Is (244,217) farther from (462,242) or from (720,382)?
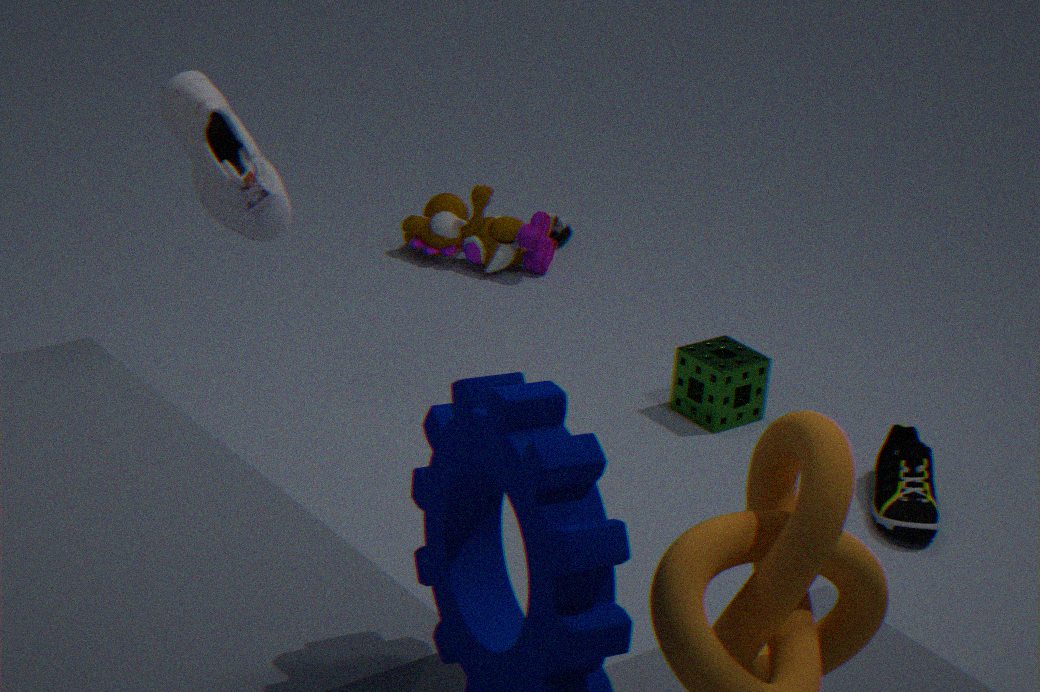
(462,242)
